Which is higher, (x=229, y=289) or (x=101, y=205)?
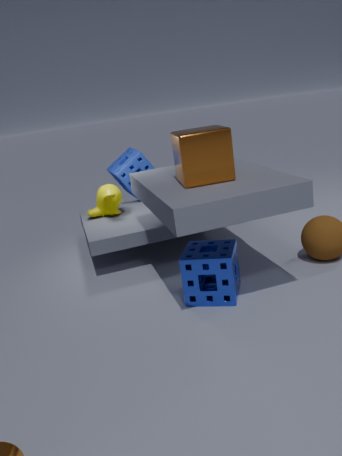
(x=101, y=205)
